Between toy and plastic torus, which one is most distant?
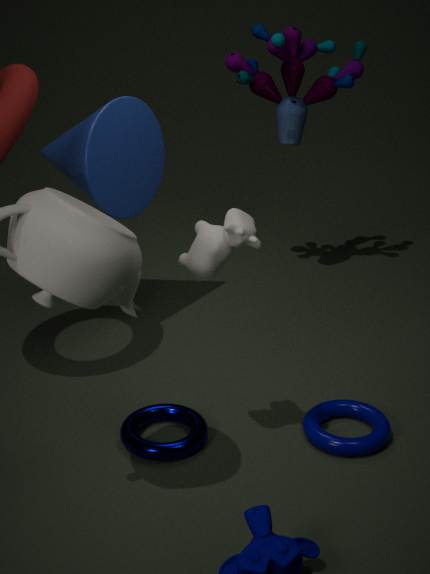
toy
